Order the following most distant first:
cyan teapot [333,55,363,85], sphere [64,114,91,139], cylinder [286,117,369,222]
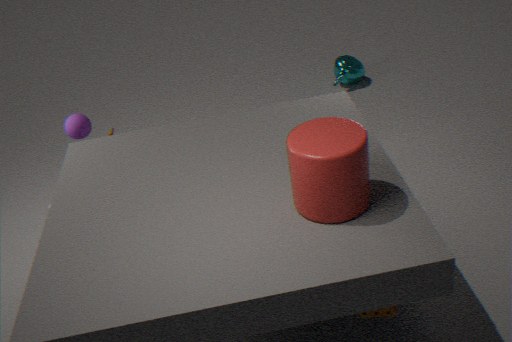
cyan teapot [333,55,363,85]
sphere [64,114,91,139]
cylinder [286,117,369,222]
